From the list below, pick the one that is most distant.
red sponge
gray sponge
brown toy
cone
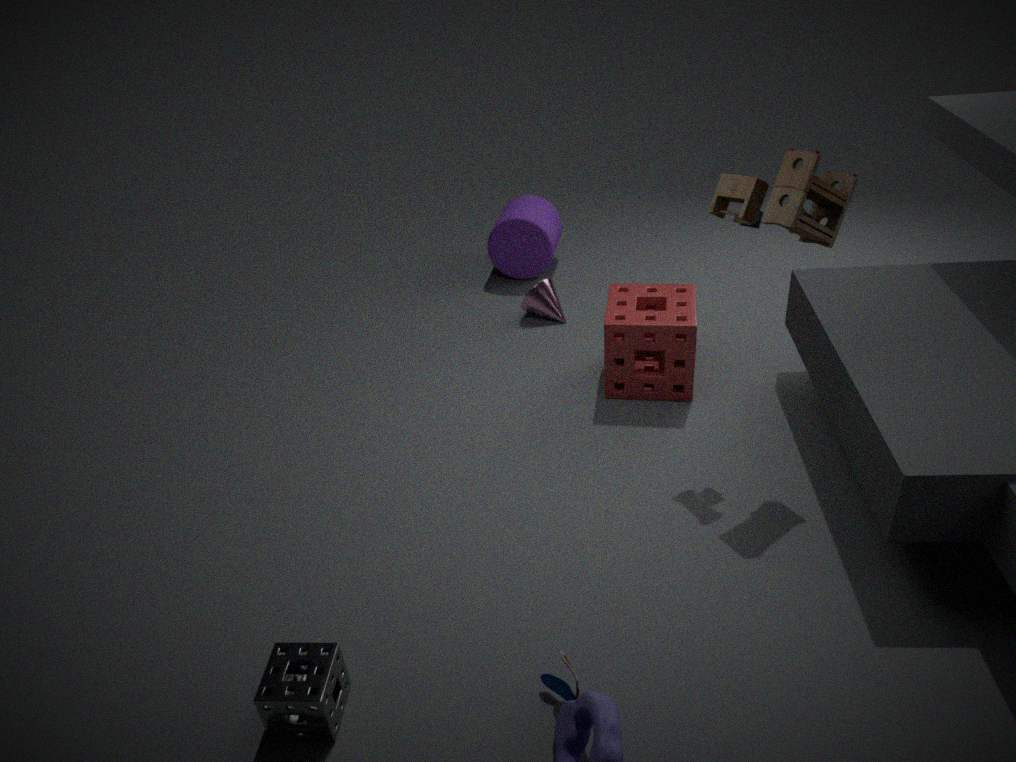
cone
